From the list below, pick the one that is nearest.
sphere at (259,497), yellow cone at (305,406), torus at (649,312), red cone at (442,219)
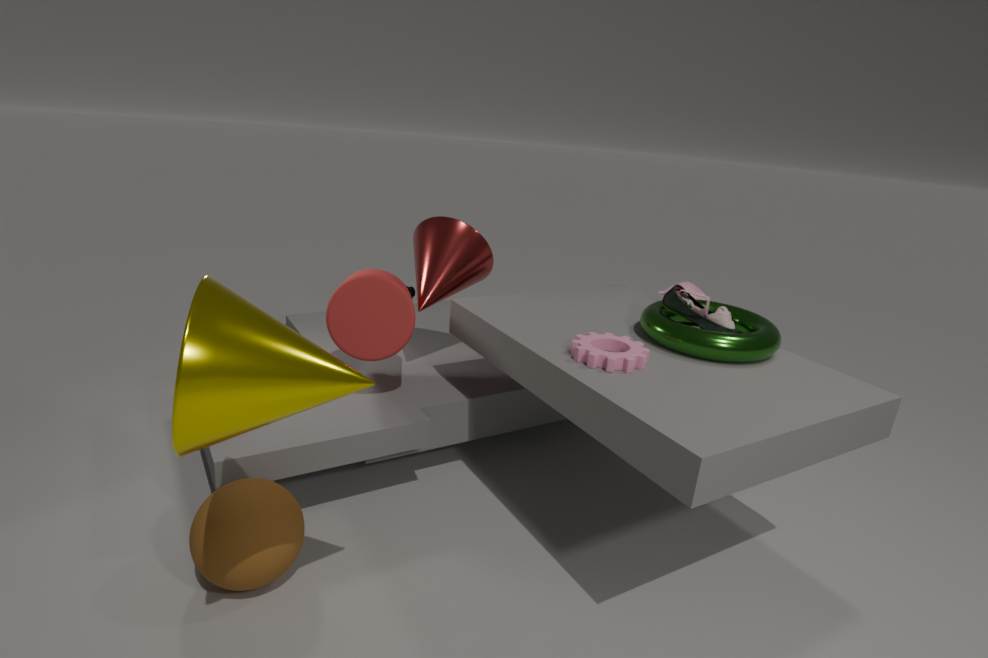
yellow cone at (305,406)
